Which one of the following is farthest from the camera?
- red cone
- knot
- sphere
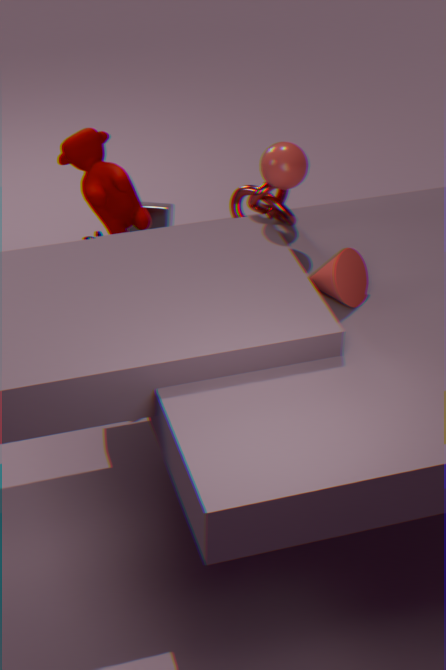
knot
